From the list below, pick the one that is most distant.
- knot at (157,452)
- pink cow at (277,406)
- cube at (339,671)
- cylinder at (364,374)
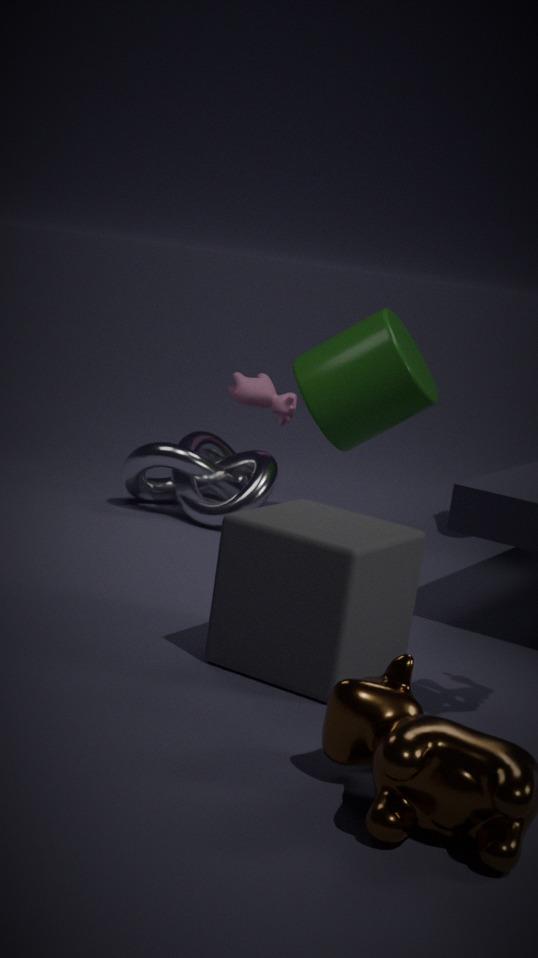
pink cow at (277,406)
